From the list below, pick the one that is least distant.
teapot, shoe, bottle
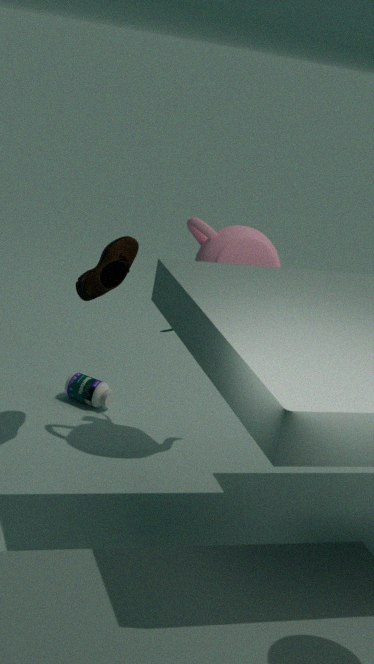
shoe
